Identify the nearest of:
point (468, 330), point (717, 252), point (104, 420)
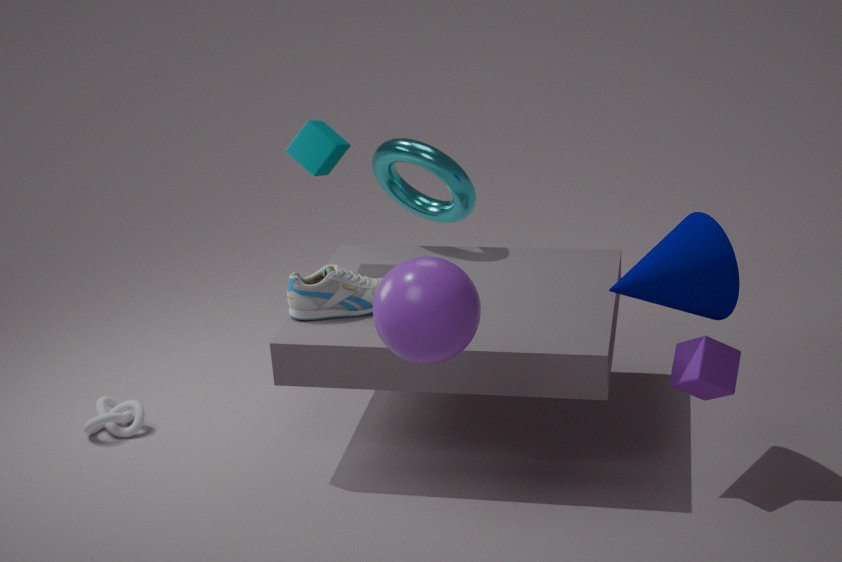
point (468, 330)
